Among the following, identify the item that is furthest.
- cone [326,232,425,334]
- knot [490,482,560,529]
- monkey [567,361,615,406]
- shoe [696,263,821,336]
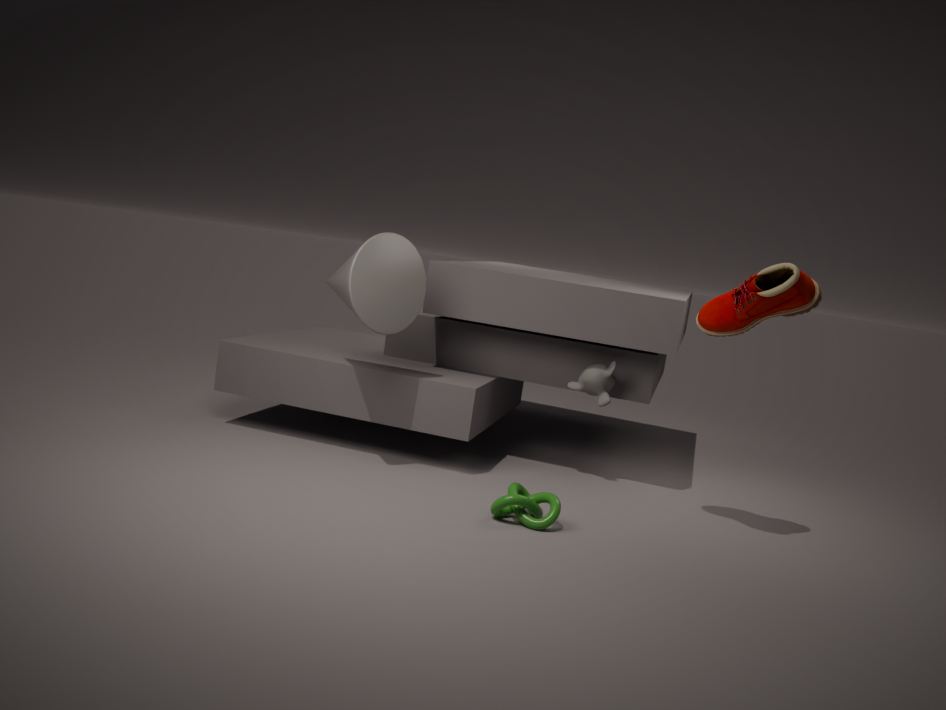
monkey [567,361,615,406]
